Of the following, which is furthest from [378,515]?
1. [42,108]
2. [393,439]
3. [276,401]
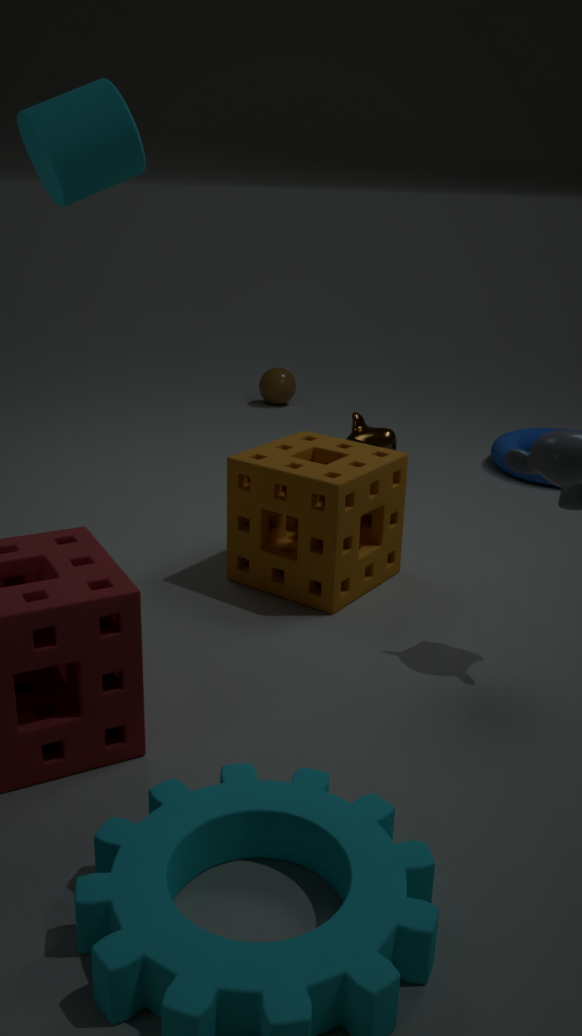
[276,401]
